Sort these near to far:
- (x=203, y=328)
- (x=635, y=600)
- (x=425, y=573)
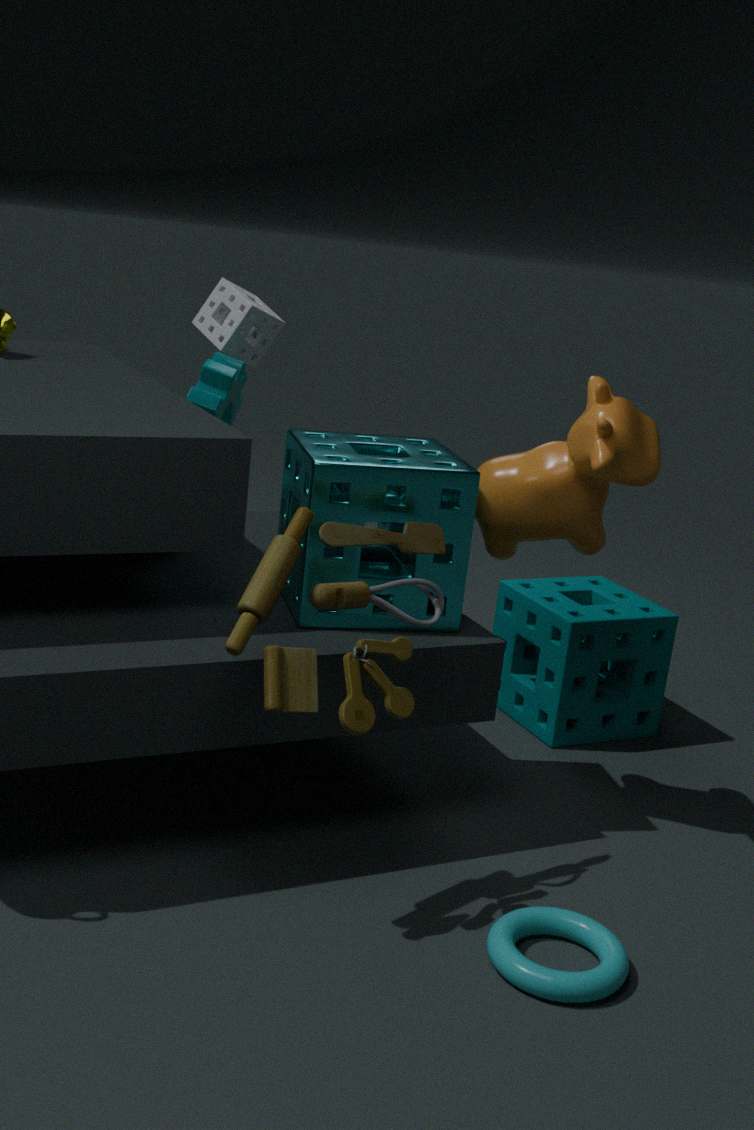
(x=425, y=573) → (x=635, y=600) → (x=203, y=328)
